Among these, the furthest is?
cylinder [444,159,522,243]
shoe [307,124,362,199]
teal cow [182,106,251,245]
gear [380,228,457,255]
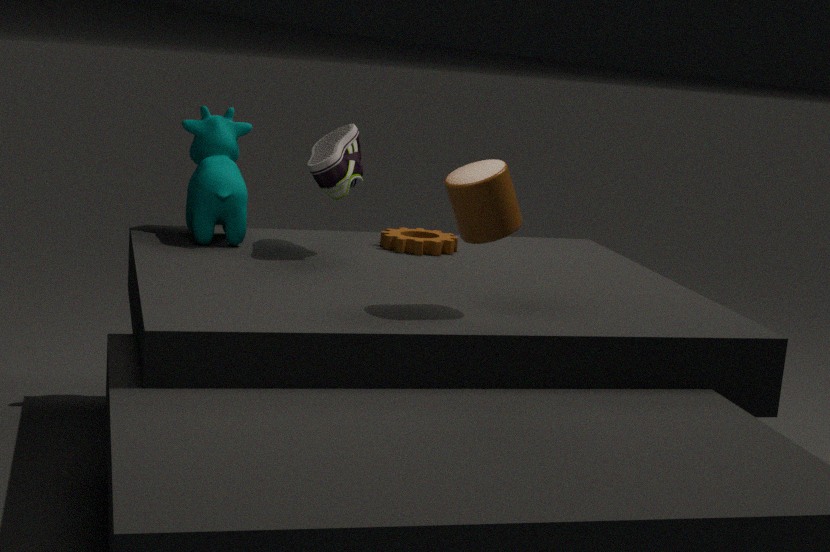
gear [380,228,457,255]
